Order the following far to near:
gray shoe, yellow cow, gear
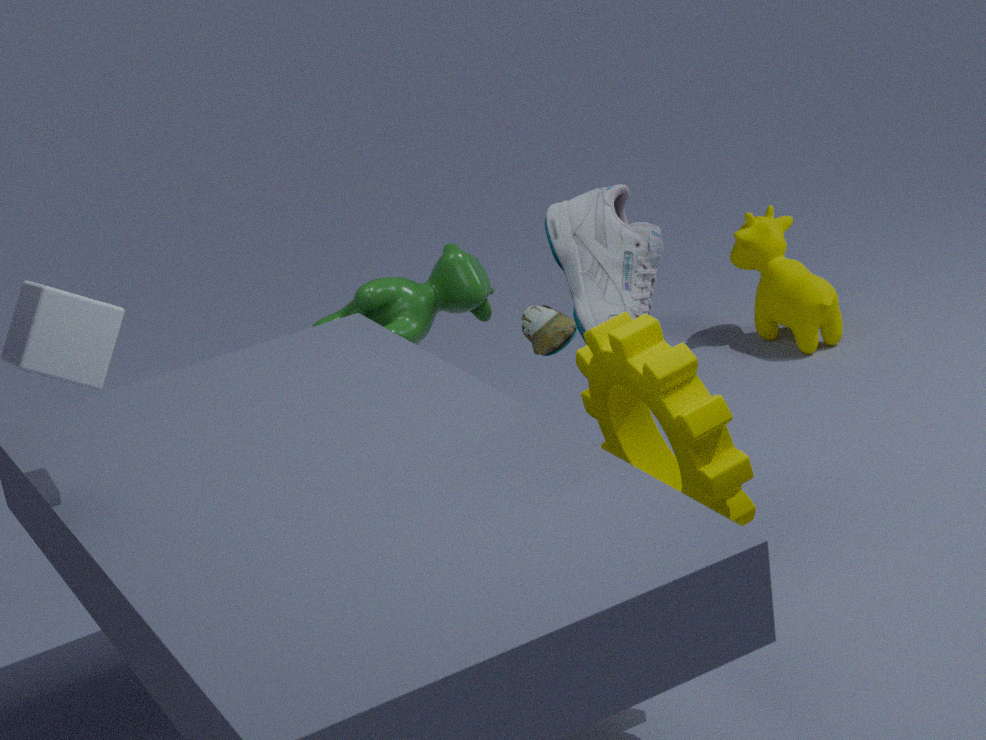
yellow cow, gray shoe, gear
